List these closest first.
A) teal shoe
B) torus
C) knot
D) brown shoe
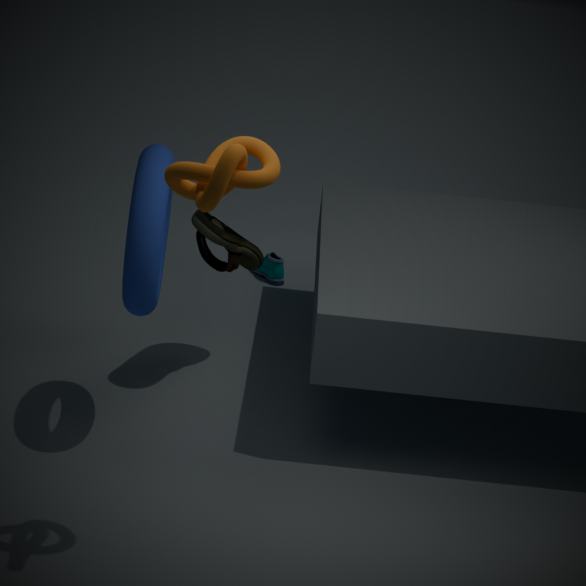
knot < torus < brown shoe < teal shoe
